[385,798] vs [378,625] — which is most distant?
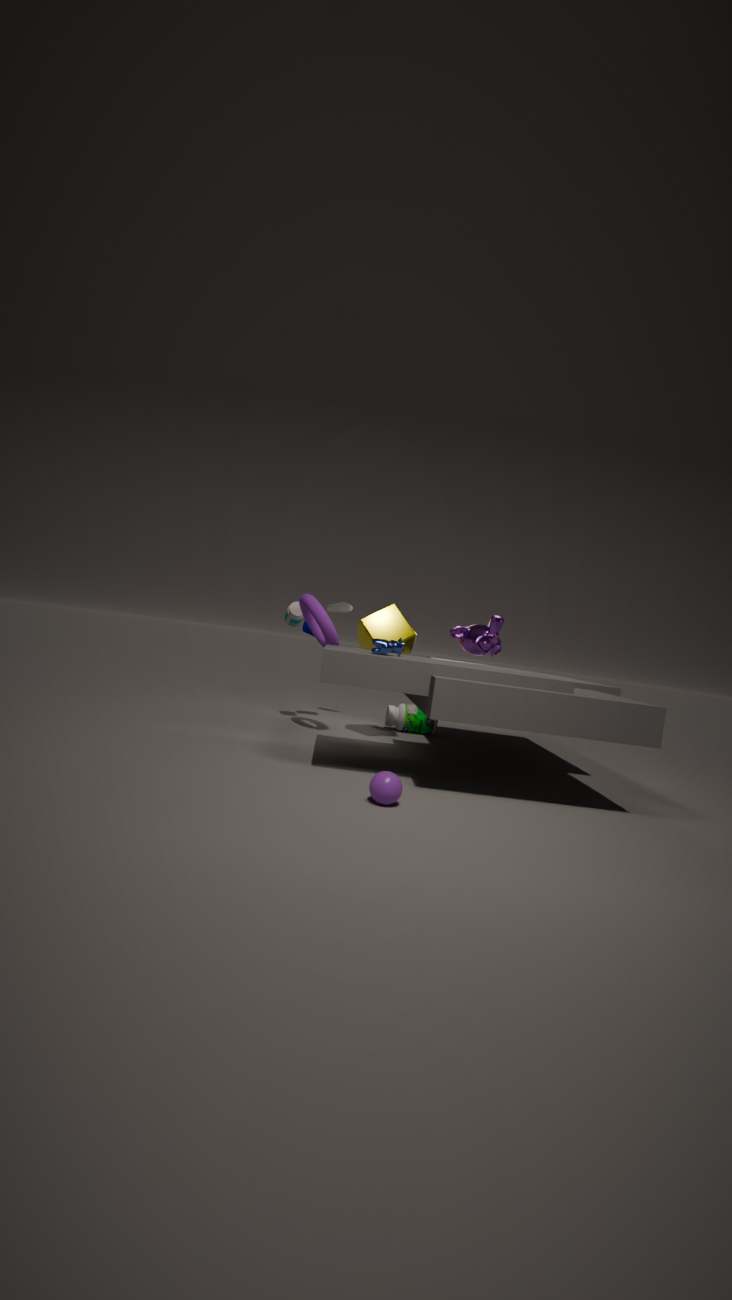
[378,625]
